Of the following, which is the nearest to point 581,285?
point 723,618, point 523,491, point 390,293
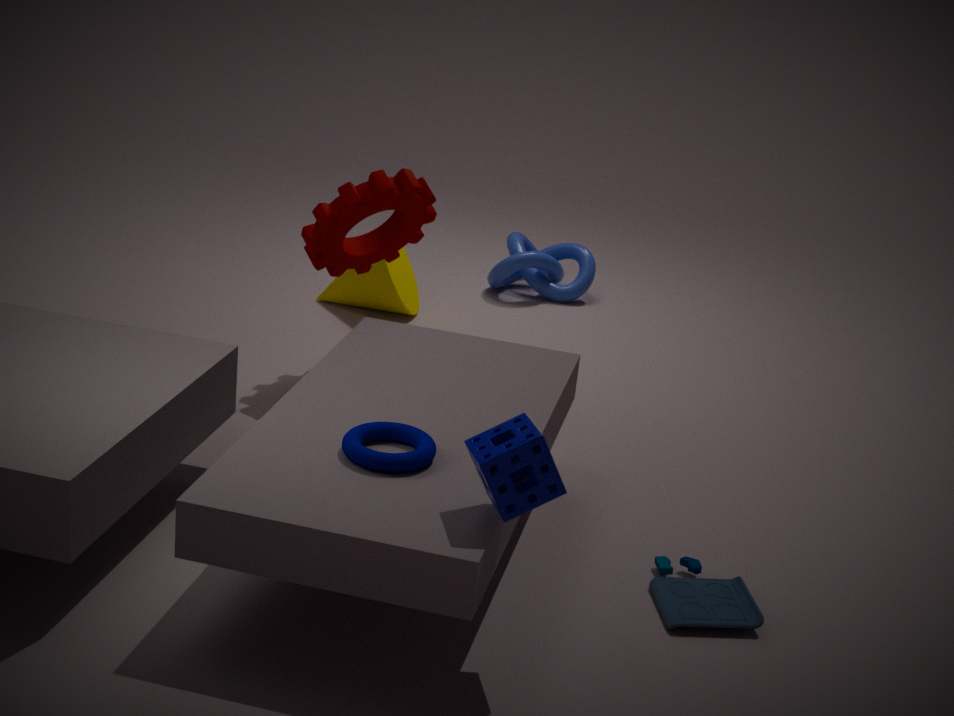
point 390,293
